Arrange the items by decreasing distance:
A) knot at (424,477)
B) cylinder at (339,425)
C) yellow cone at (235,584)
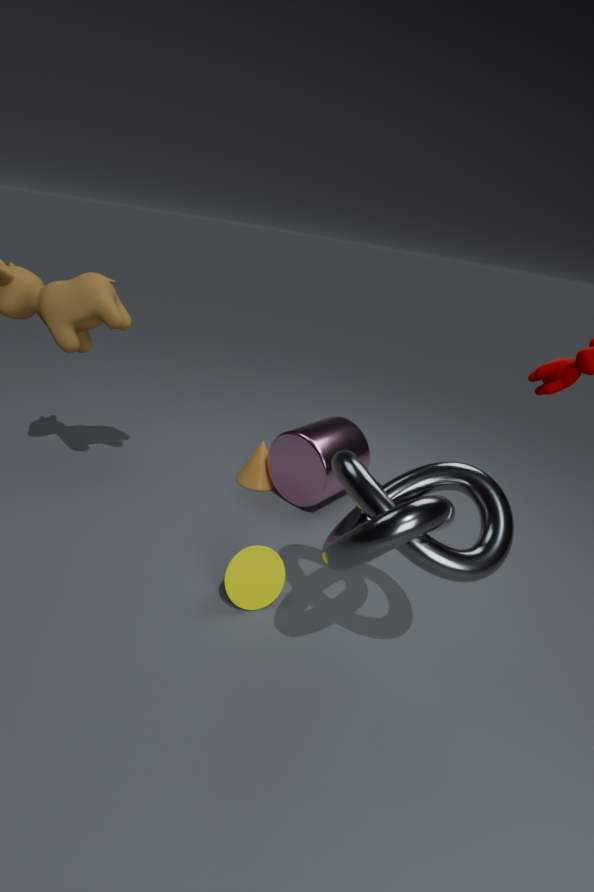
cylinder at (339,425) < yellow cone at (235,584) < knot at (424,477)
